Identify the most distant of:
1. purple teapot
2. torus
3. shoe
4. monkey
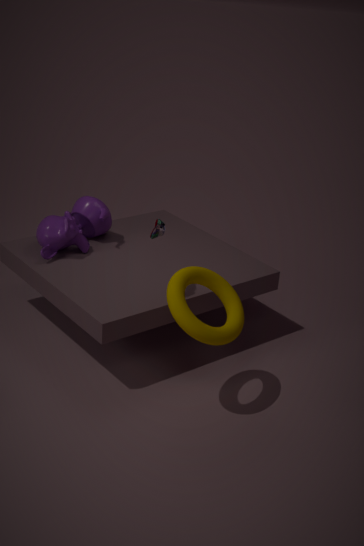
purple teapot
